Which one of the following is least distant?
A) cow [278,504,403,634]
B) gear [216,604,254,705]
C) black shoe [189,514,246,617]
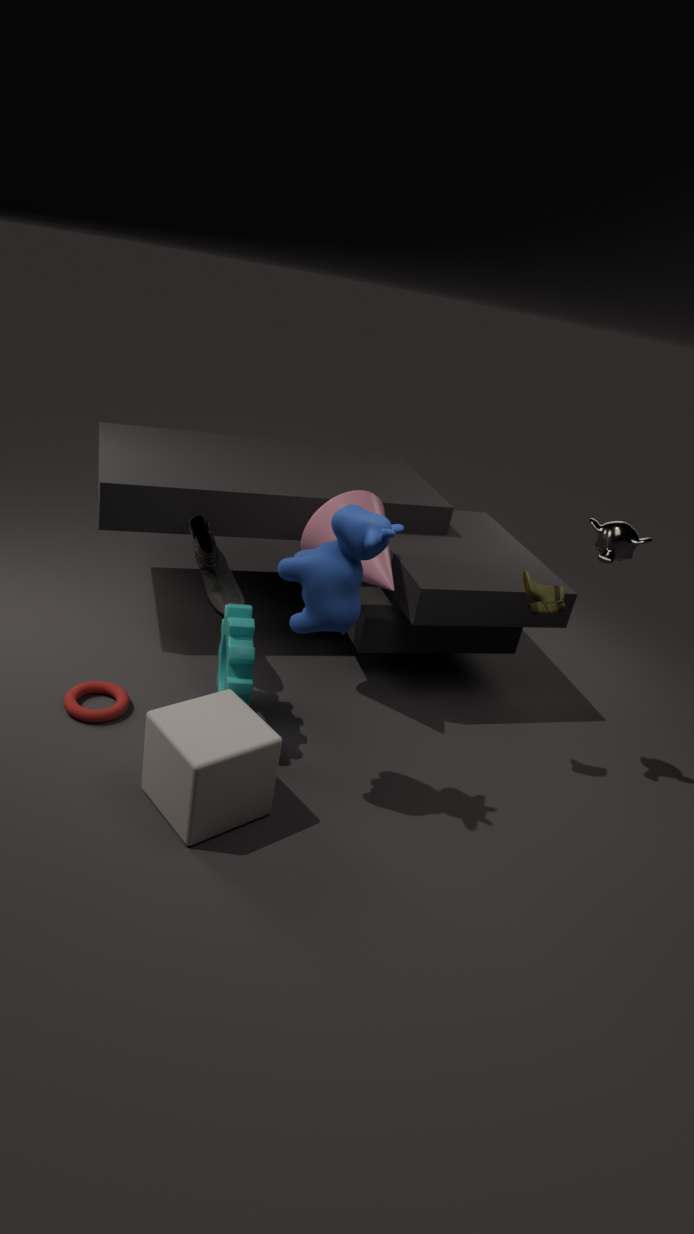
cow [278,504,403,634]
